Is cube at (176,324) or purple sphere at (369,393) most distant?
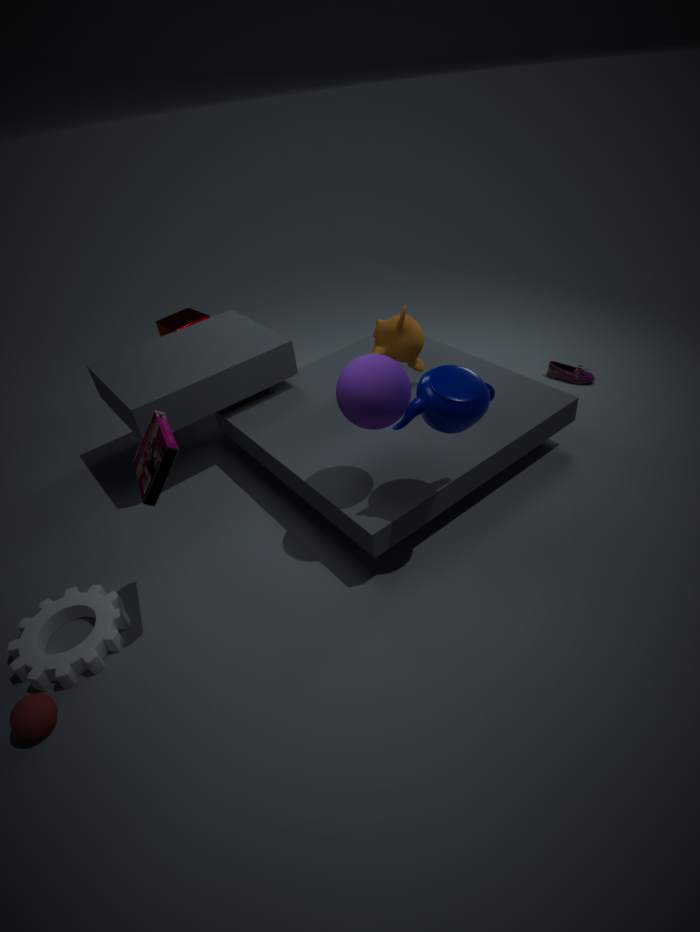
cube at (176,324)
